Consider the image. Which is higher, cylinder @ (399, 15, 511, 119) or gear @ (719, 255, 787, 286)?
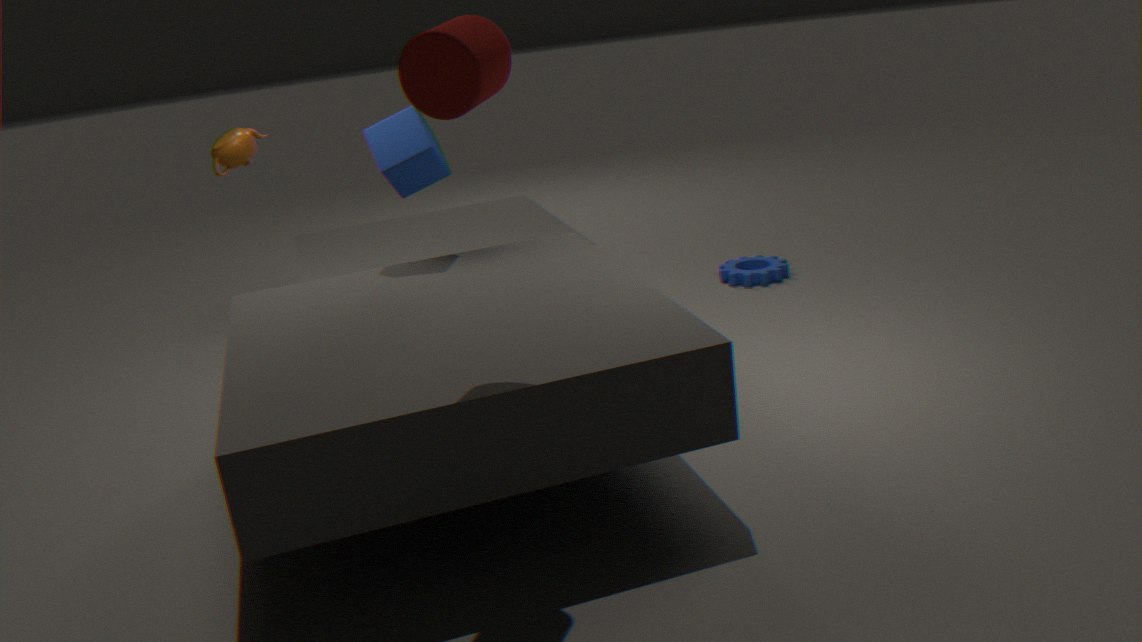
cylinder @ (399, 15, 511, 119)
